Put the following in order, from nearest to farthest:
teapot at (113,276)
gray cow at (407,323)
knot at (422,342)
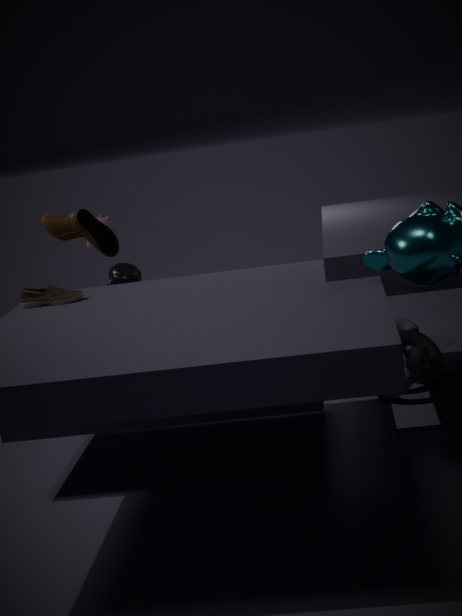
knot at (422,342) → teapot at (113,276) → gray cow at (407,323)
